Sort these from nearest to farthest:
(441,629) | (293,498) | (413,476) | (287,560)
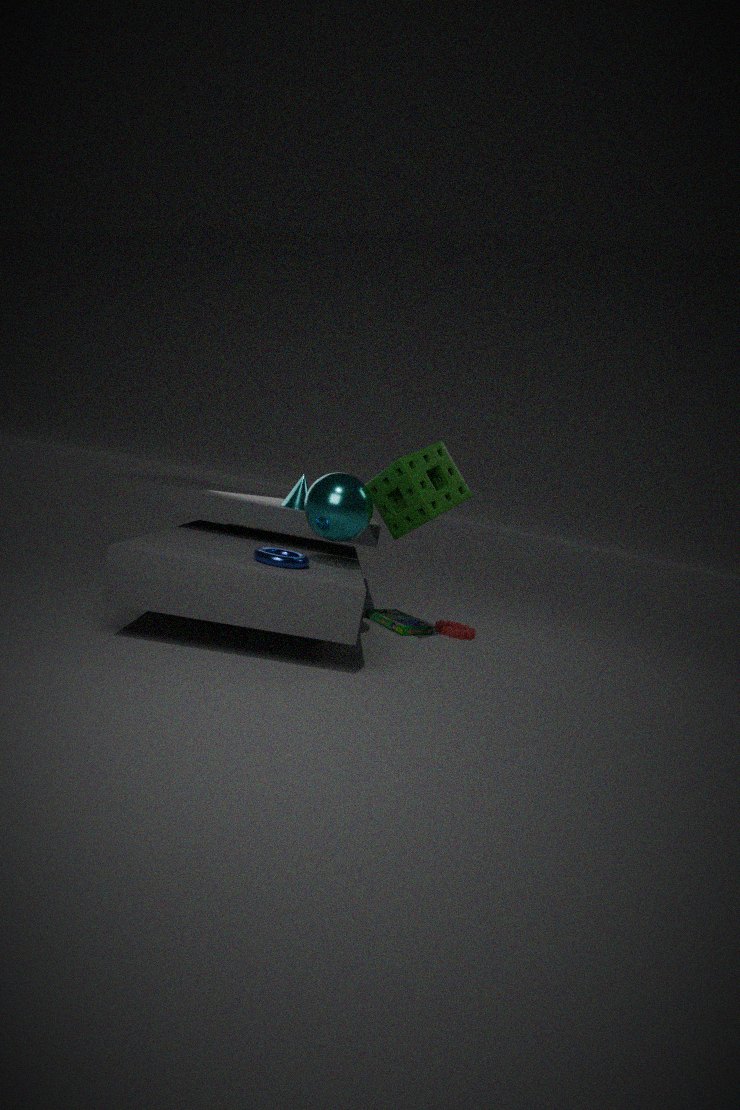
1. (287,560)
2. (413,476)
3. (293,498)
4. (441,629)
